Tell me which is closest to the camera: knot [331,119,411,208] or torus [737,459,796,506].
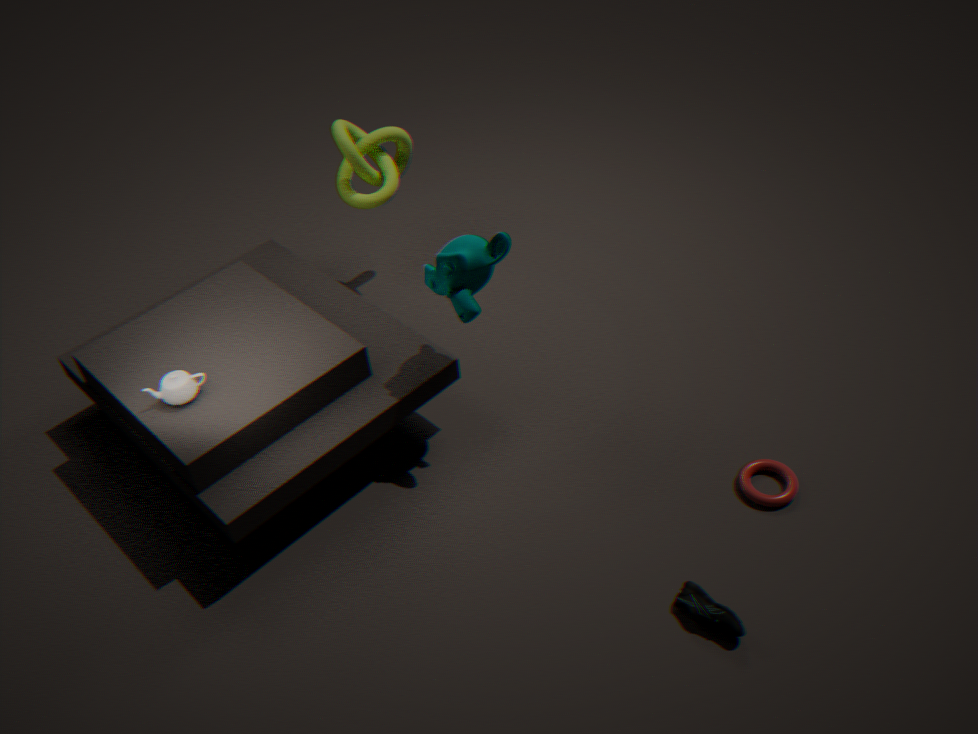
torus [737,459,796,506]
